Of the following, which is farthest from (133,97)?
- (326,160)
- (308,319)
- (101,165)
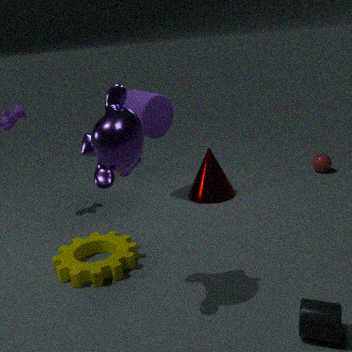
(308,319)
